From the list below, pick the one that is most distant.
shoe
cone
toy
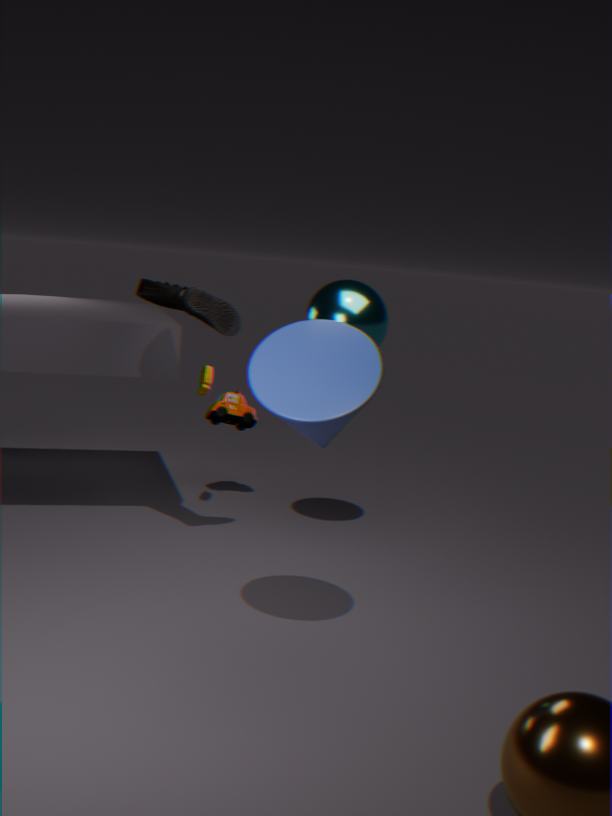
toy
